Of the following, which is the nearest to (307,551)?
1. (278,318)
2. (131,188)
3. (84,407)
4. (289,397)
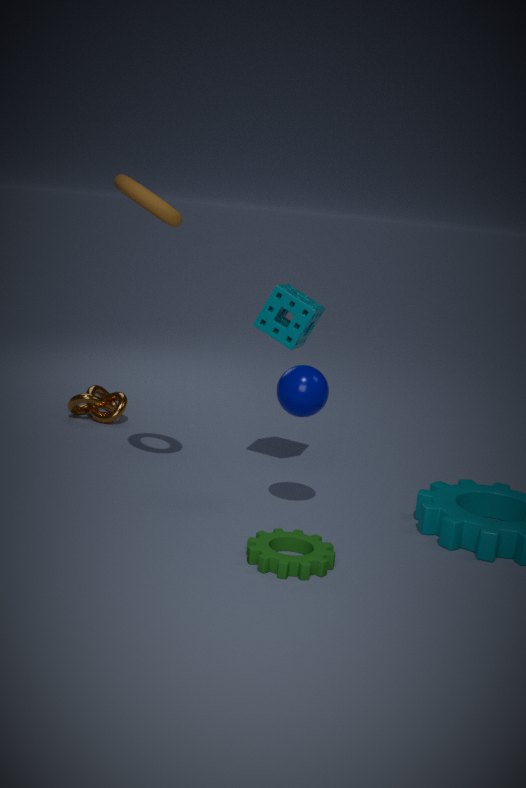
(289,397)
